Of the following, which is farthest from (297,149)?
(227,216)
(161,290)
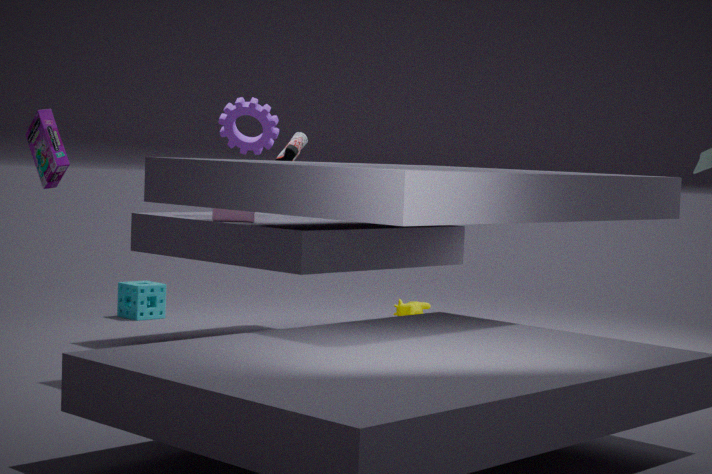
(161,290)
